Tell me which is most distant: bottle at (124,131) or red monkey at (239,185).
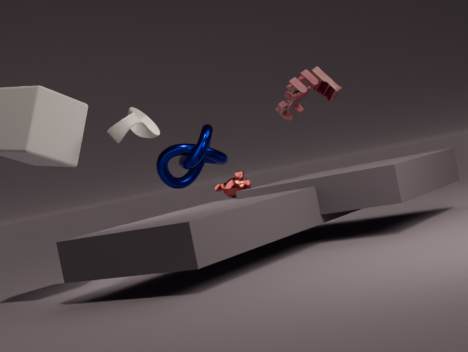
red monkey at (239,185)
